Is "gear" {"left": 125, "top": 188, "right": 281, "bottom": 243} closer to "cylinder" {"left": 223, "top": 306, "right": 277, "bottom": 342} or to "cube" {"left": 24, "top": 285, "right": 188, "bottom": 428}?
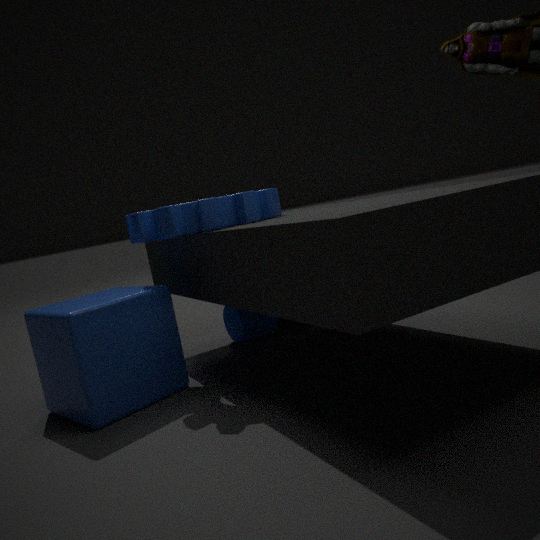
"cube" {"left": 24, "top": 285, "right": 188, "bottom": 428}
